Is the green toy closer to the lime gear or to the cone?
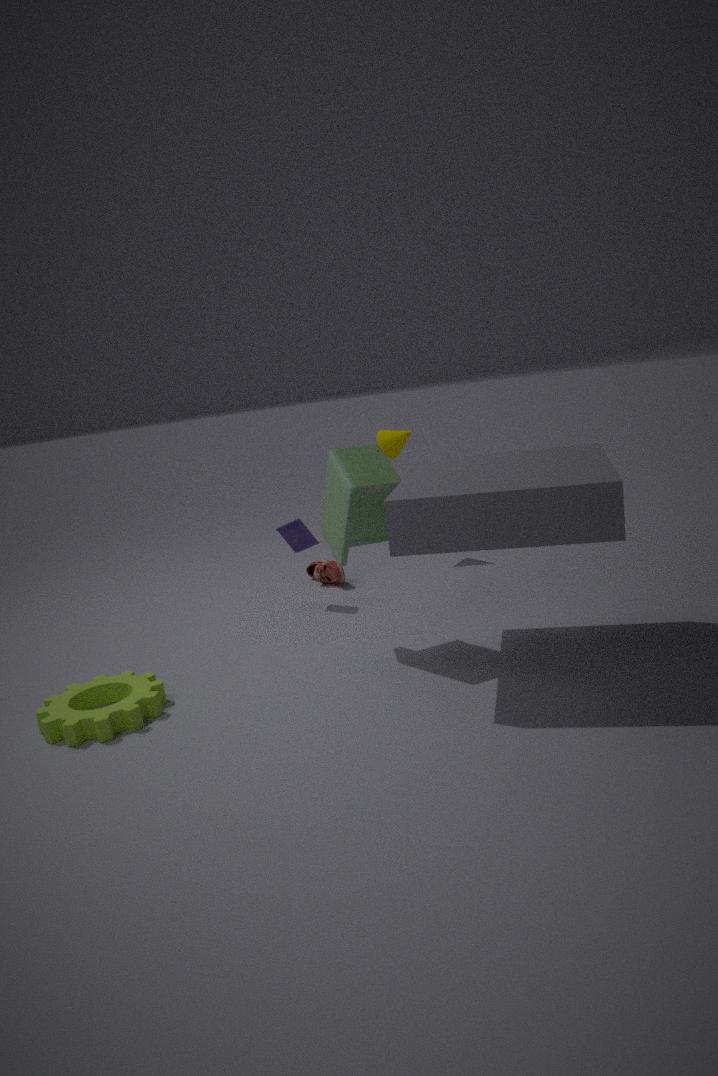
the lime gear
